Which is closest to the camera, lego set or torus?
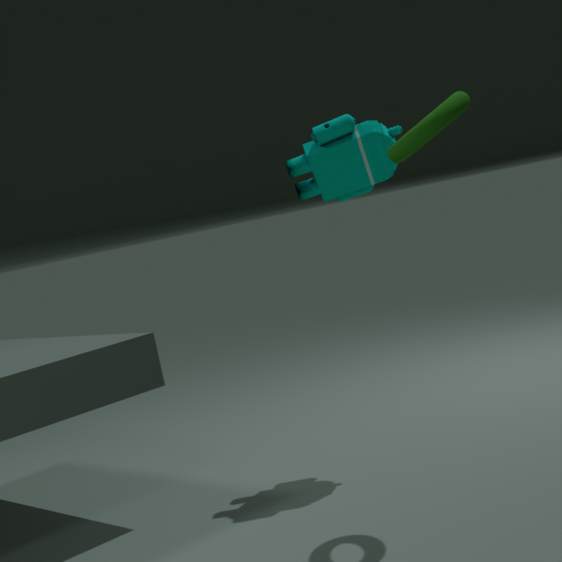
torus
